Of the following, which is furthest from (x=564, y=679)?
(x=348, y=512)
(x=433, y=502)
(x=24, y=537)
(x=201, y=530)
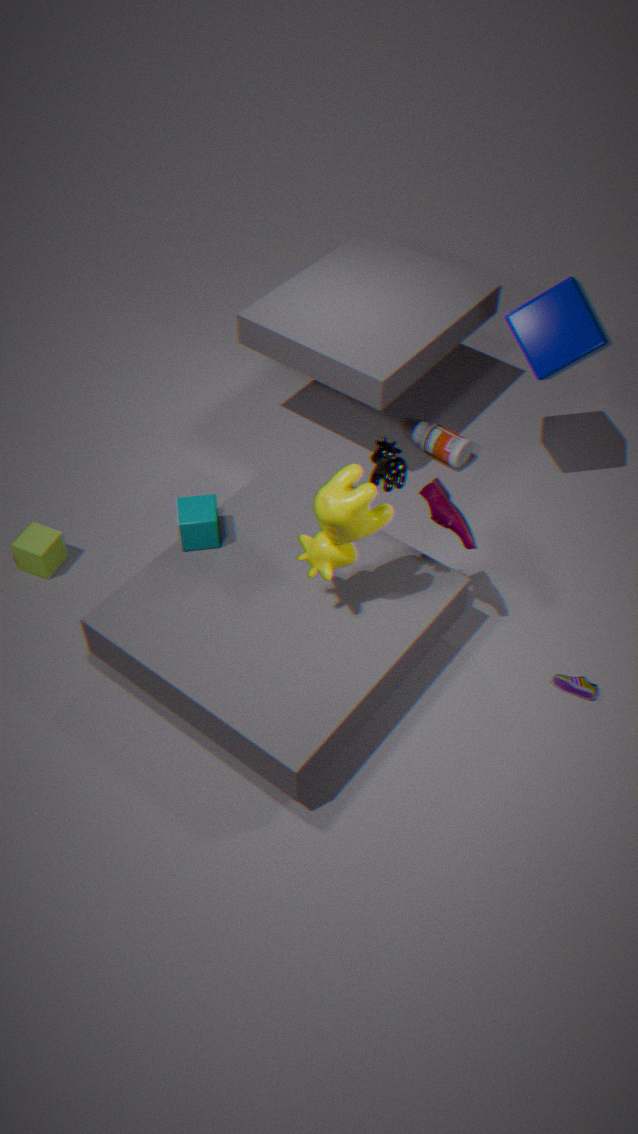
(x=24, y=537)
